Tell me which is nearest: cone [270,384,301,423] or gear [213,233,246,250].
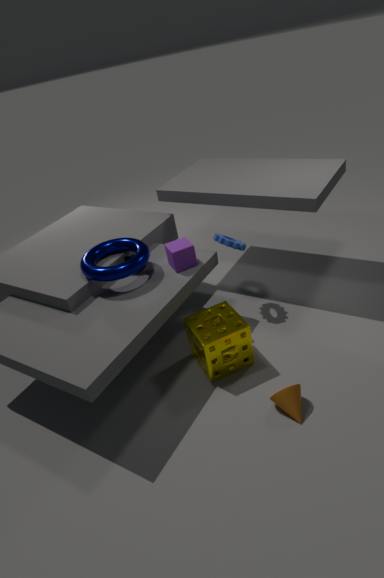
cone [270,384,301,423]
